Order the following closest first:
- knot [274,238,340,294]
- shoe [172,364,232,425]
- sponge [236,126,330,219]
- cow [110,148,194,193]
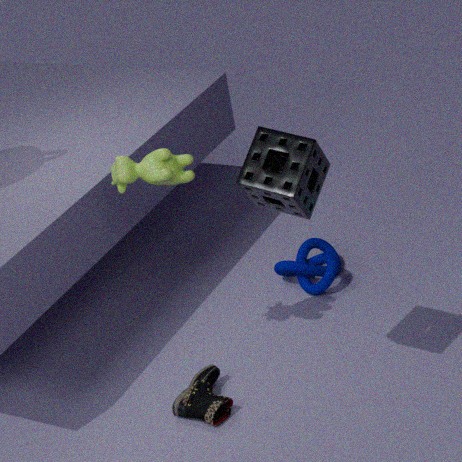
sponge [236,126,330,219], cow [110,148,194,193], shoe [172,364,232,425], knot [274,238,340,294]
